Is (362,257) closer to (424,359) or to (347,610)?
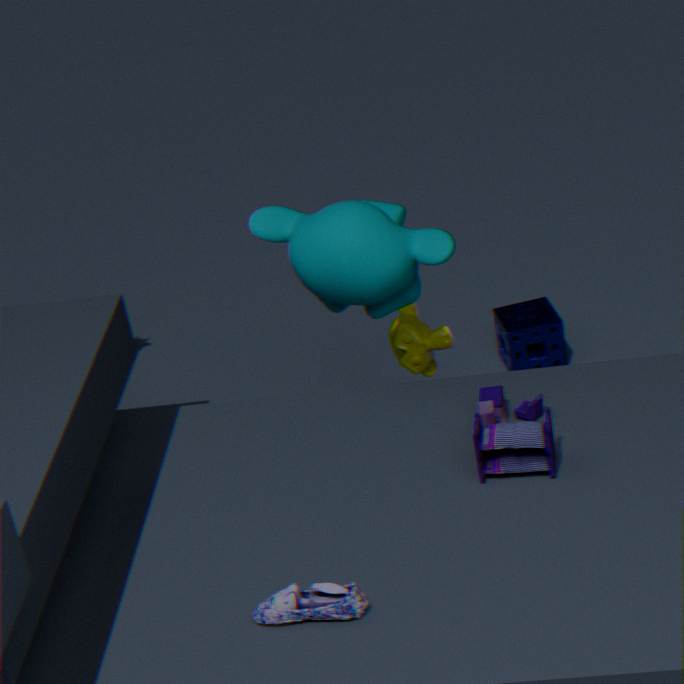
(424,359)
